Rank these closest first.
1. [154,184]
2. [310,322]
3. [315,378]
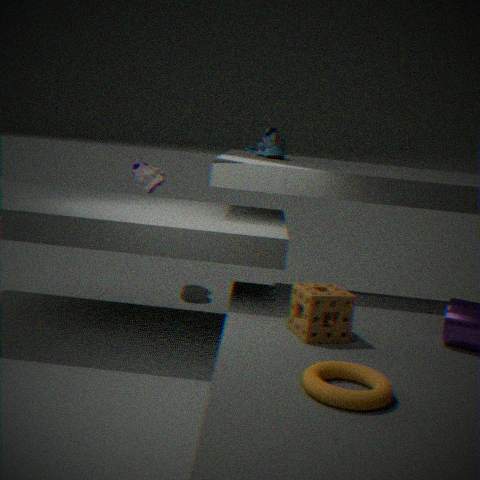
[315,378] → [310,322] → [154,184]
